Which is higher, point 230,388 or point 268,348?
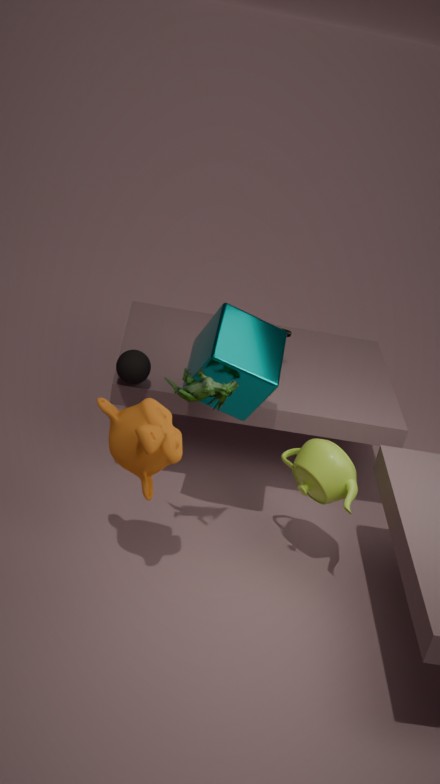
point 268,348
